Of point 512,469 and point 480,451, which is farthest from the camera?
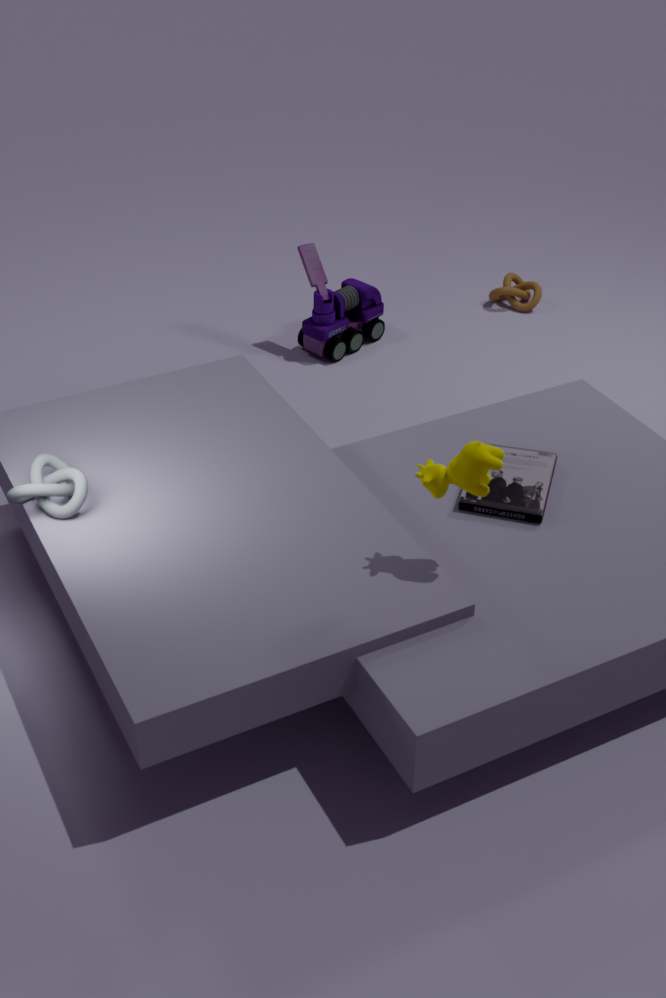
point 512,469
